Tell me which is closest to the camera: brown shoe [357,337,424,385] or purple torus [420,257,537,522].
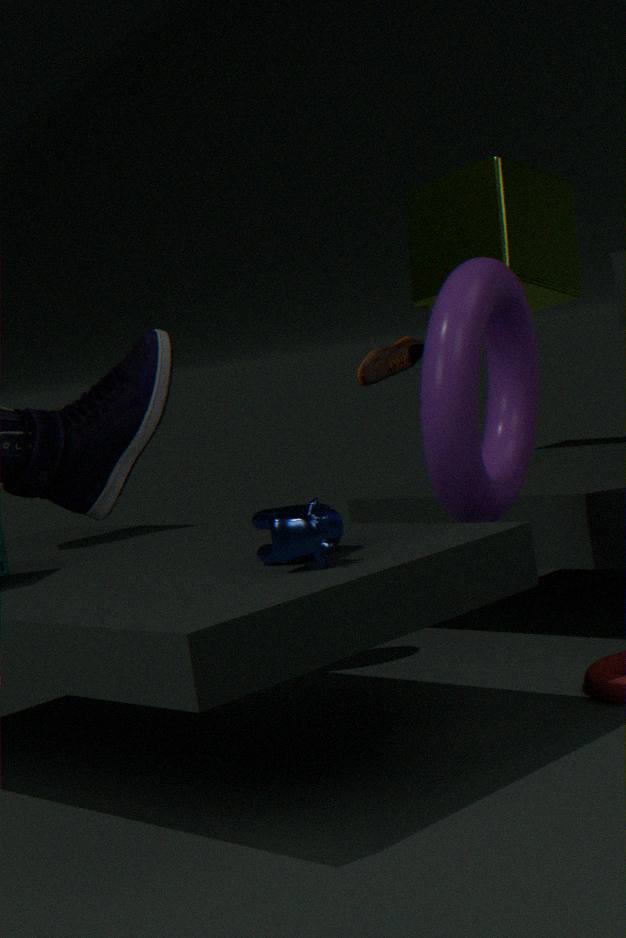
purple torus [420,257,537,522]
